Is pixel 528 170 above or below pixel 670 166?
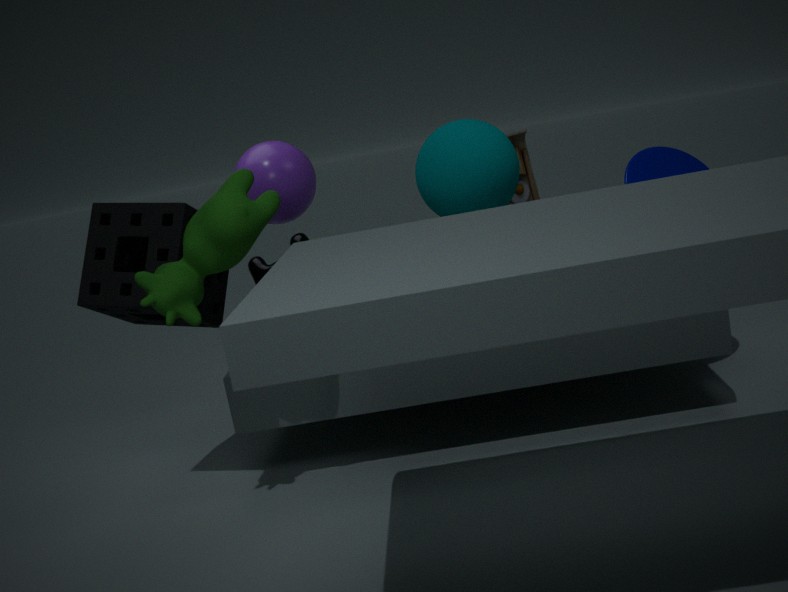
above
